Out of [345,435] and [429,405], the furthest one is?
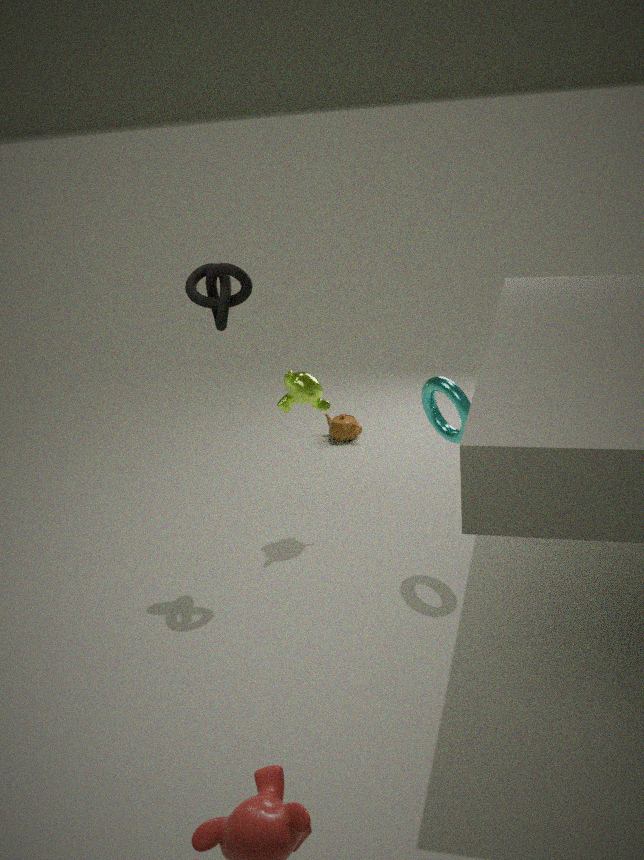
[345,435]
